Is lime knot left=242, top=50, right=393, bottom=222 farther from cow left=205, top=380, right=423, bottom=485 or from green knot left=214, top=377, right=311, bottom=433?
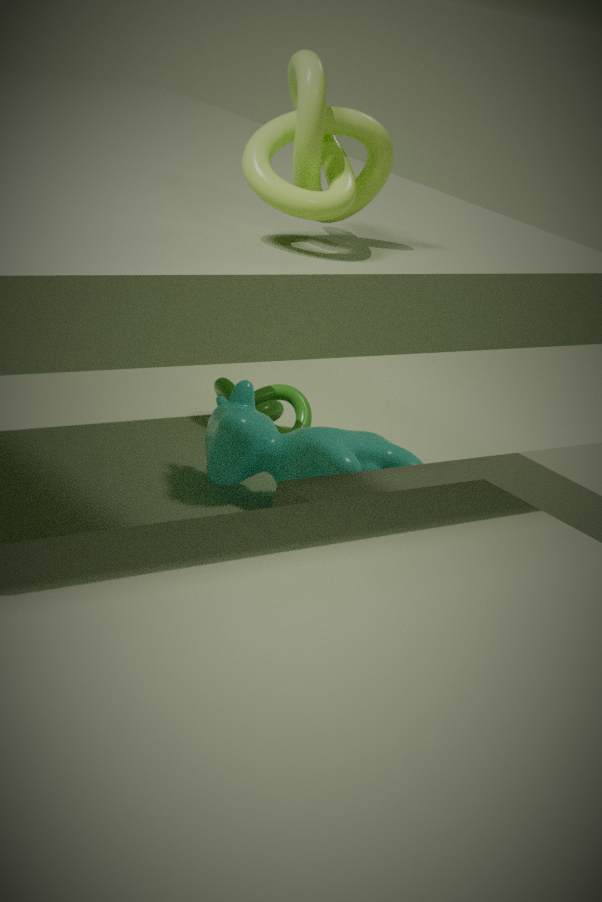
green knot left=214, top=377, right=311, bottom=433
